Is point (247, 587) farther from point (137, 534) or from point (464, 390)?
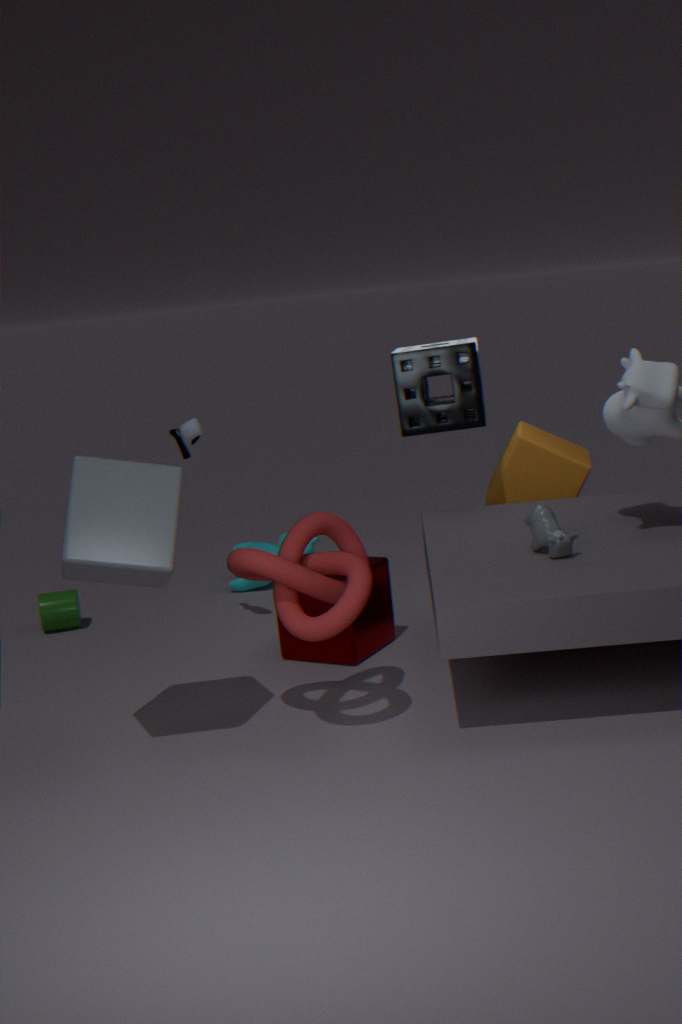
point (137, 534)
